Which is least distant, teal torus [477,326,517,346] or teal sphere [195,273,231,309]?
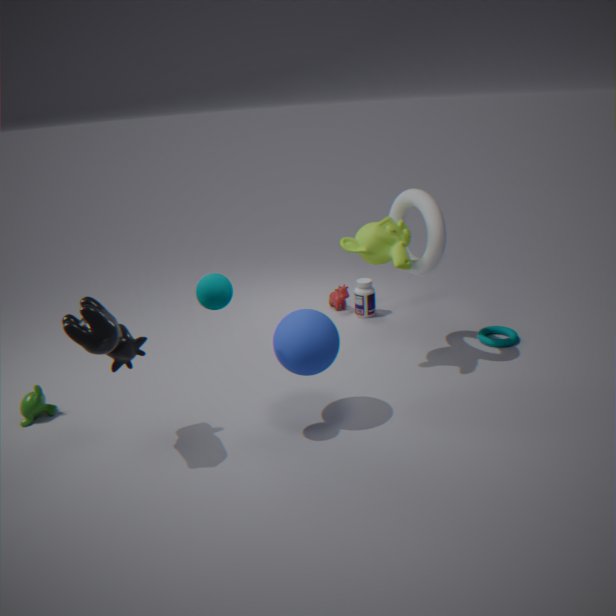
teal sphere [195,273,231,309]
